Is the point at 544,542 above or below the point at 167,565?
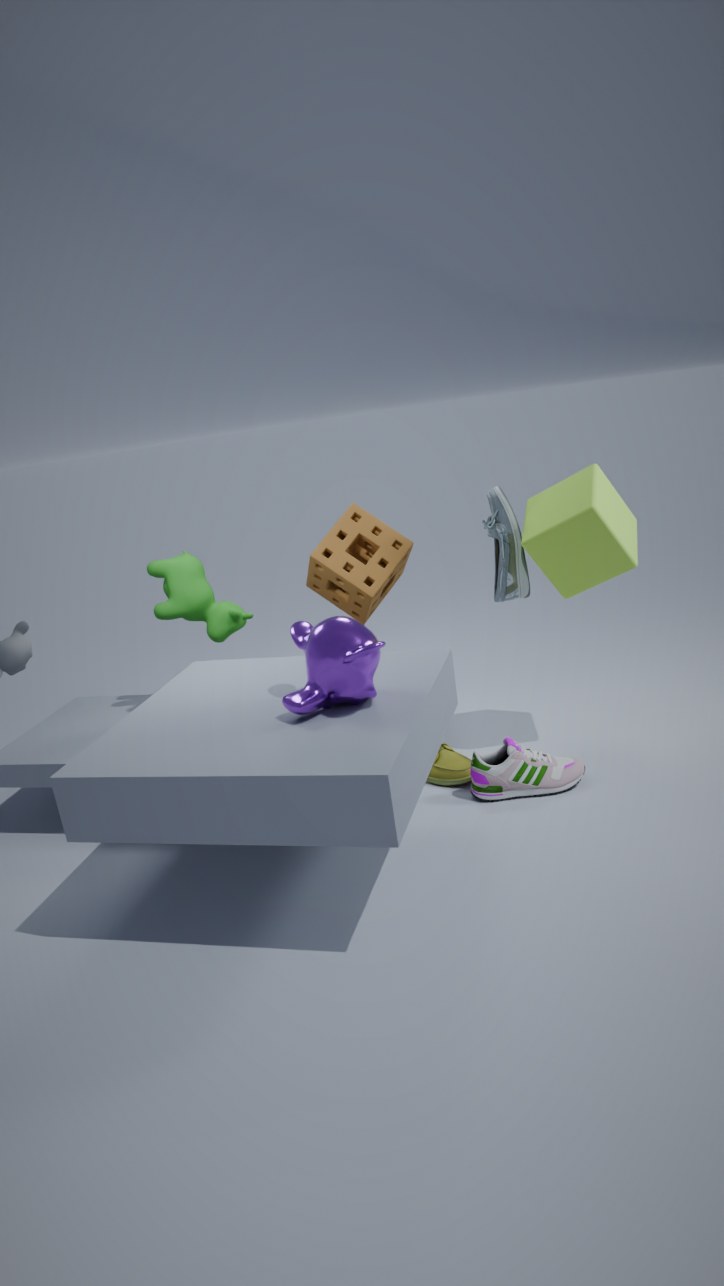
above
